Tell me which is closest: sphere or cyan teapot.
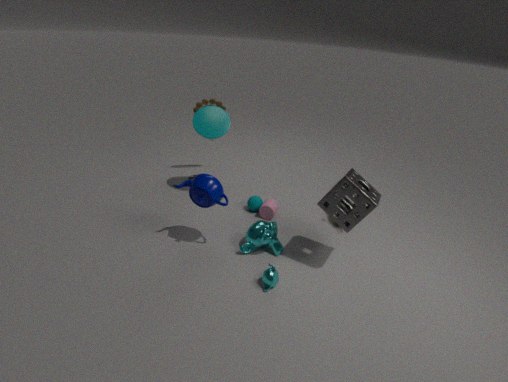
cyan teapot
